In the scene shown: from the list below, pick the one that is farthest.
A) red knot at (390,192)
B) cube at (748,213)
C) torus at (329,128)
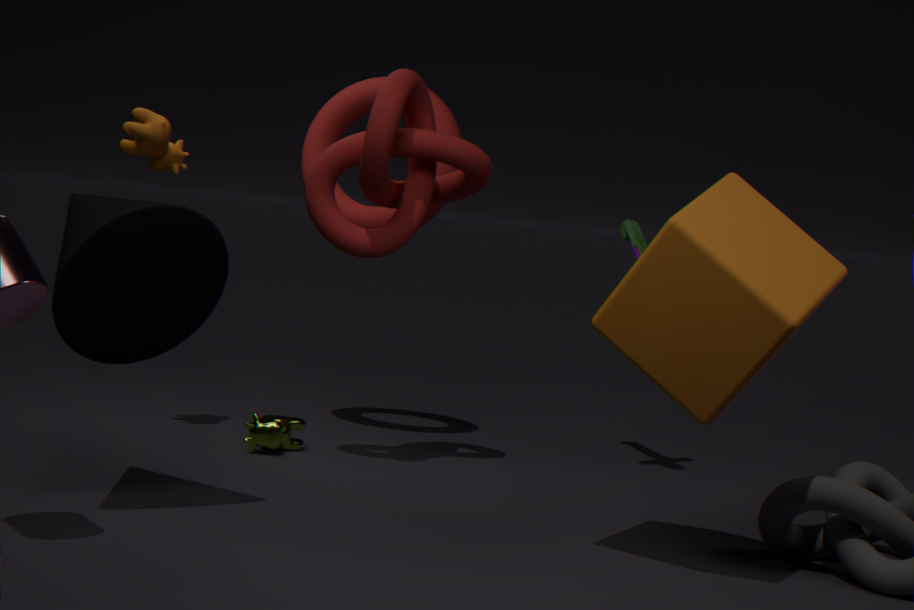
torus at (329,128)
